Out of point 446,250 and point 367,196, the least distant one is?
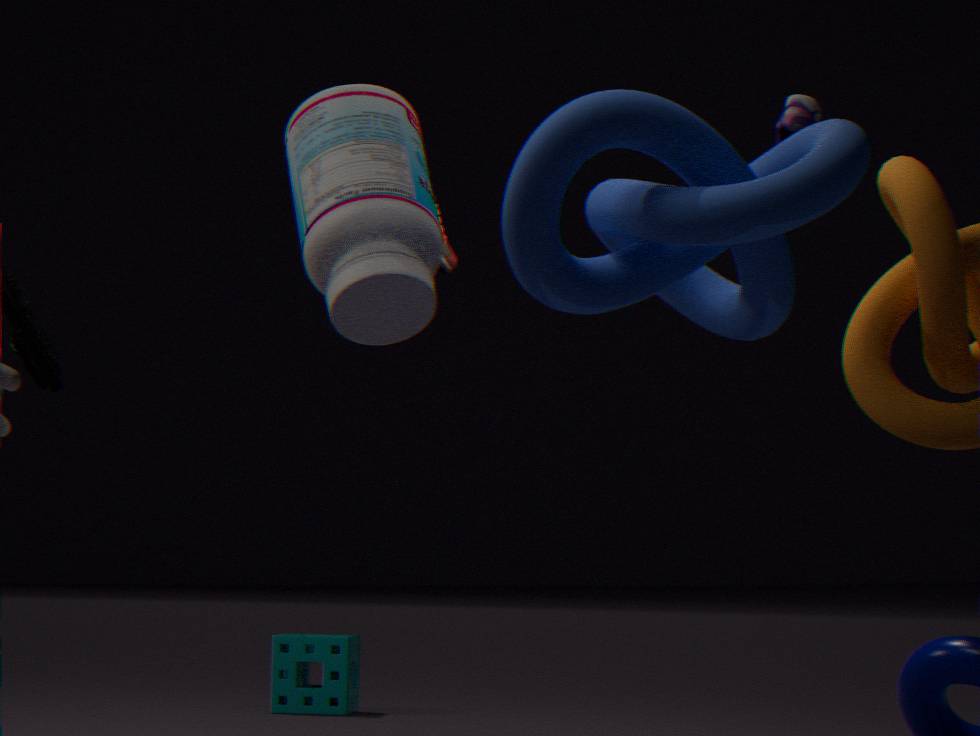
point 367,196
